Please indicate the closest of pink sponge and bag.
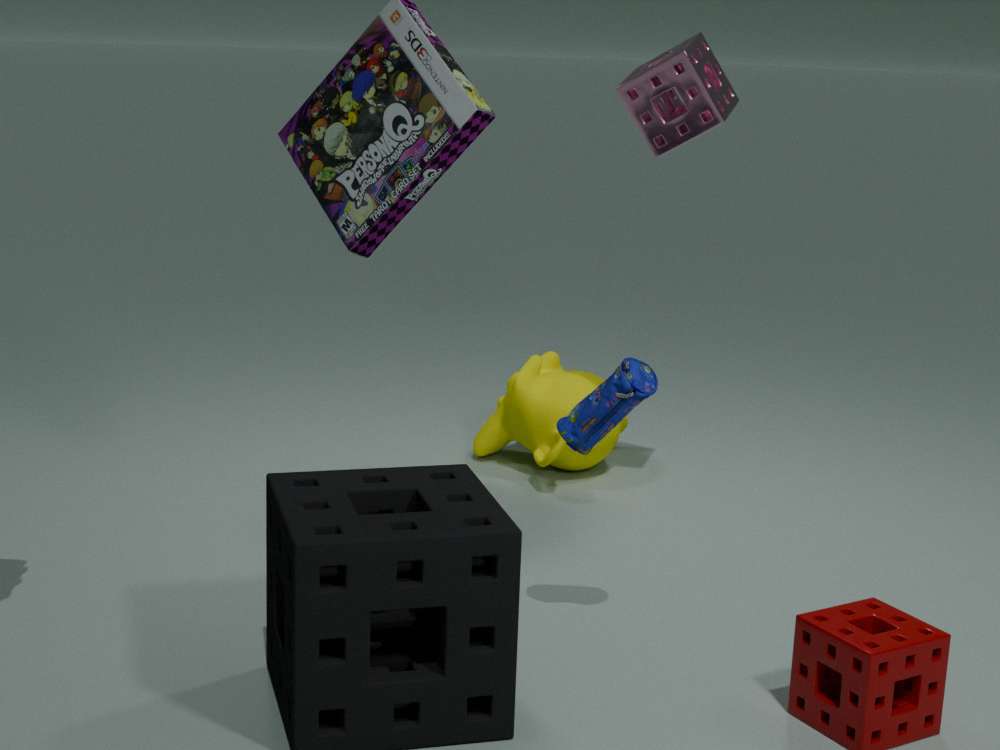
bag
